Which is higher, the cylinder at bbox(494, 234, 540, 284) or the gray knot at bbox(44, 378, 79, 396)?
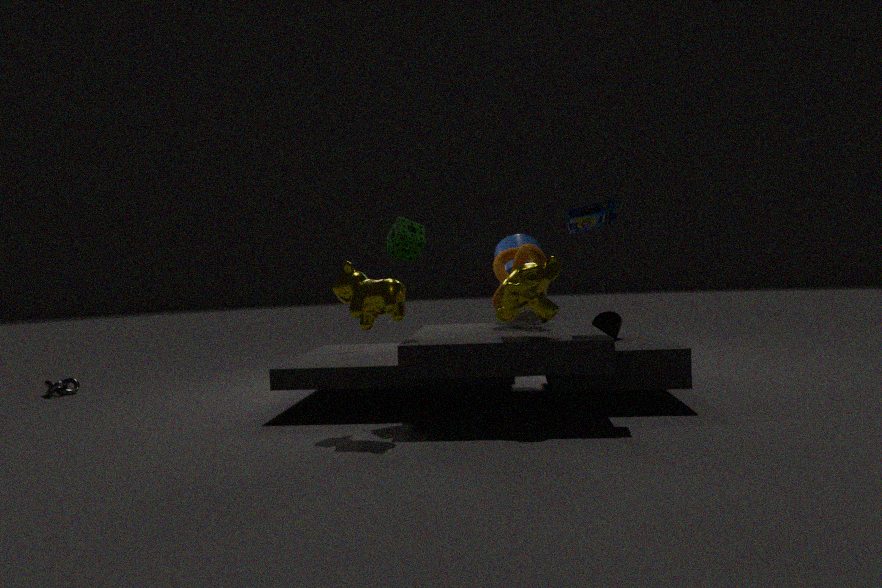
the cylinder at bbox(494, 234, 540, 284)
